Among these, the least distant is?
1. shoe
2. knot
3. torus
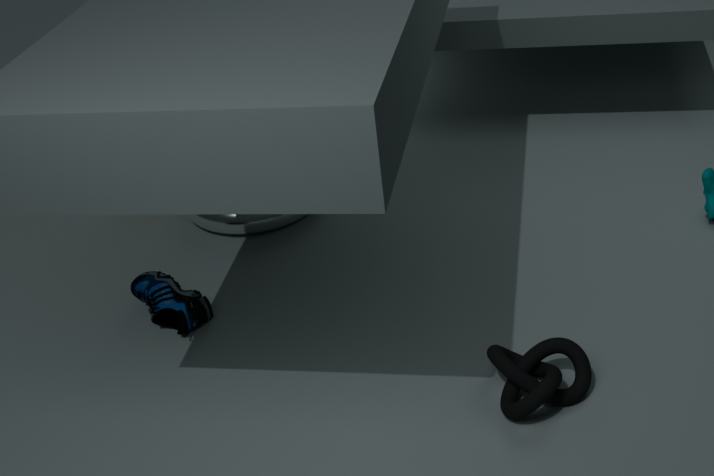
knot
